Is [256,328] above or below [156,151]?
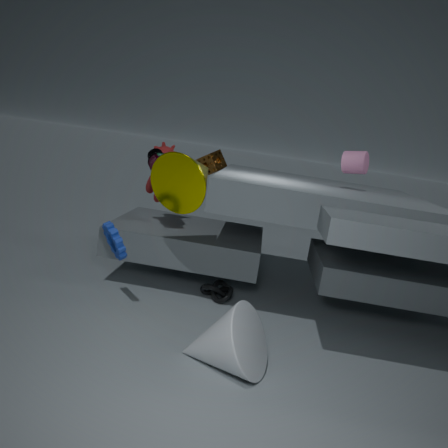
below
